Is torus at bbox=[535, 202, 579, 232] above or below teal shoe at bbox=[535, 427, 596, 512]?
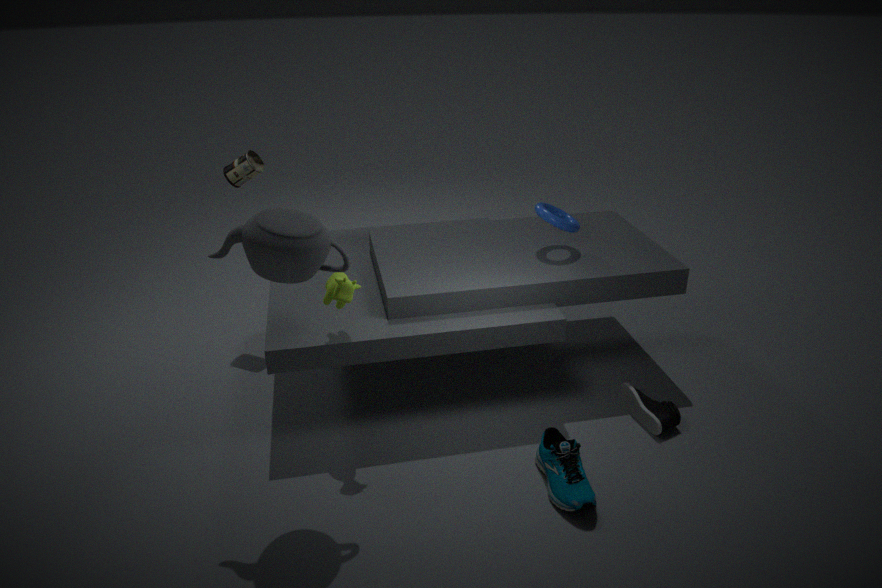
above
